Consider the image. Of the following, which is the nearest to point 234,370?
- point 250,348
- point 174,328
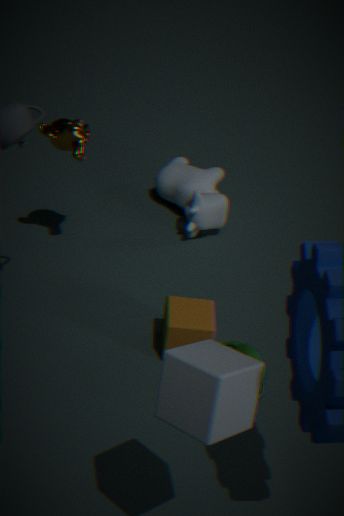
point 250,348
